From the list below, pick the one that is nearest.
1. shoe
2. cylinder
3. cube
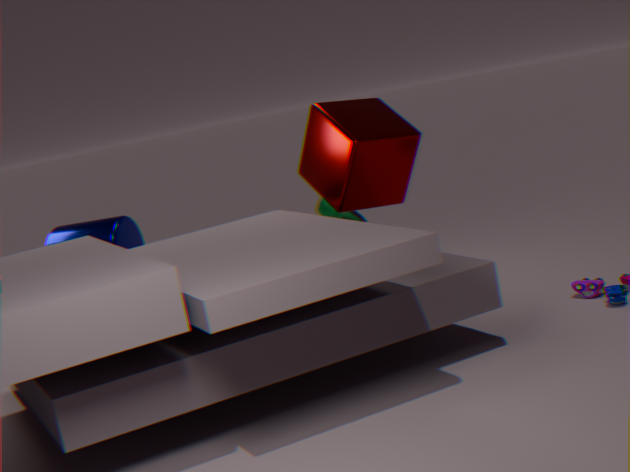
cube
